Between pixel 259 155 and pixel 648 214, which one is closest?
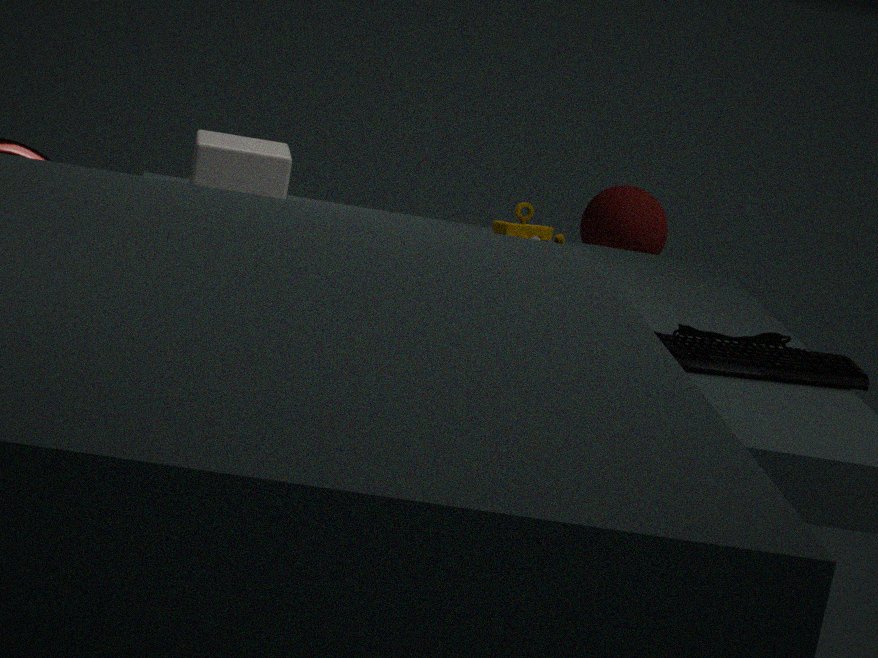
pixel 259 155
